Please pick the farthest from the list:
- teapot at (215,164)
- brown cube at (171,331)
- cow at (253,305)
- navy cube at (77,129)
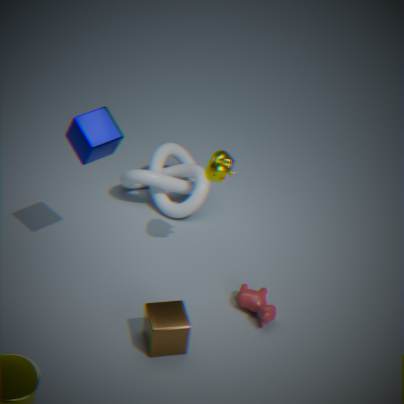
teapot at (215,164)
